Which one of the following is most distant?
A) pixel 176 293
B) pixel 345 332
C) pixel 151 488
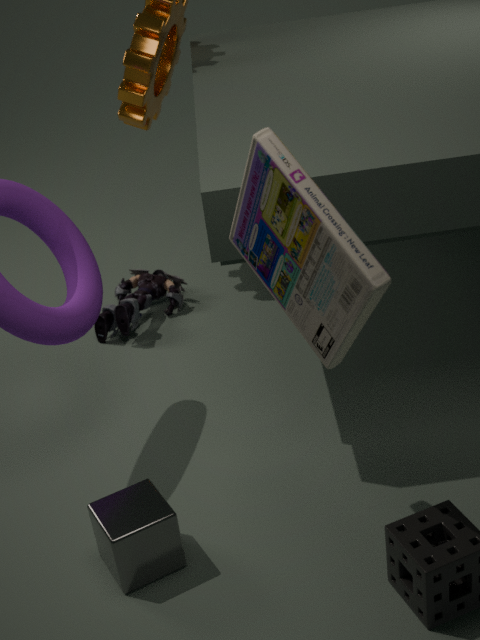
pixel 176 293
